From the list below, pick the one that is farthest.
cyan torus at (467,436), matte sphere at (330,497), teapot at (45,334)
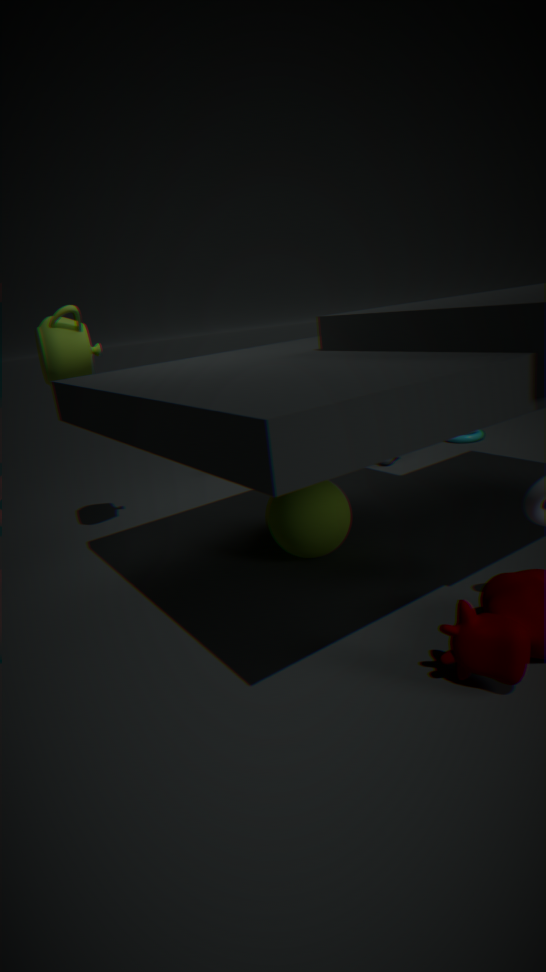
cyan torus at (467,436)
